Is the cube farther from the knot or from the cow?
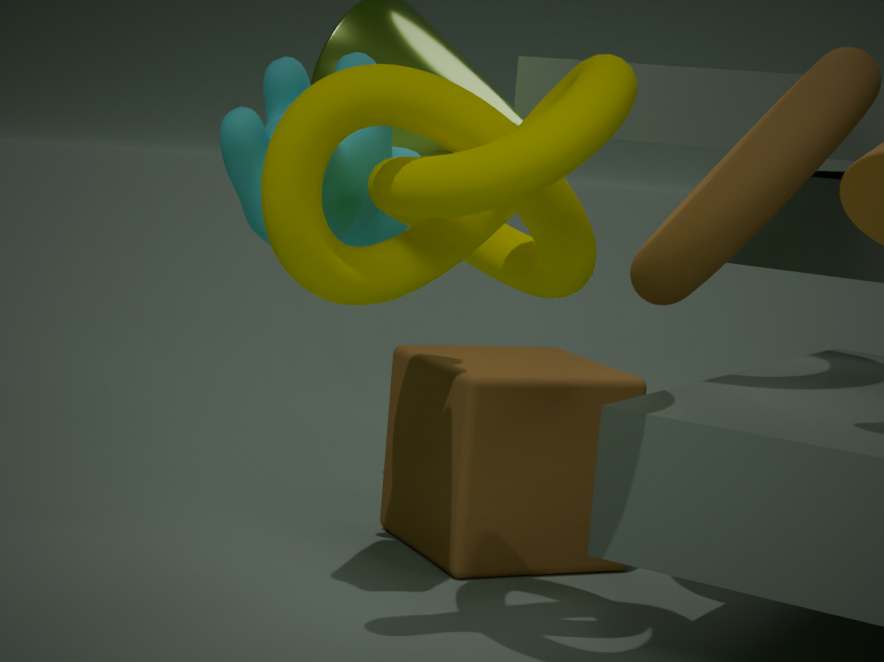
the knot
